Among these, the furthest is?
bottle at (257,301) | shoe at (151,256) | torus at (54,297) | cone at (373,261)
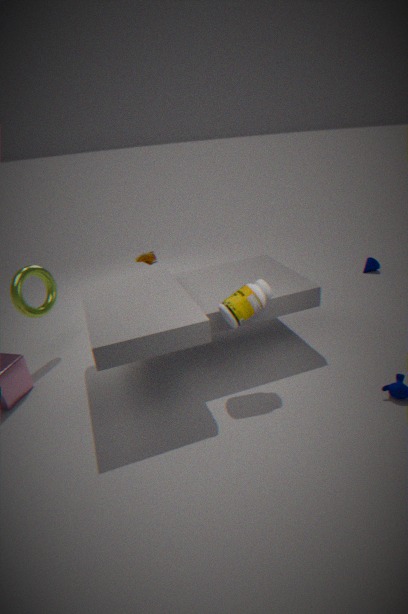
cone at (373,261)
